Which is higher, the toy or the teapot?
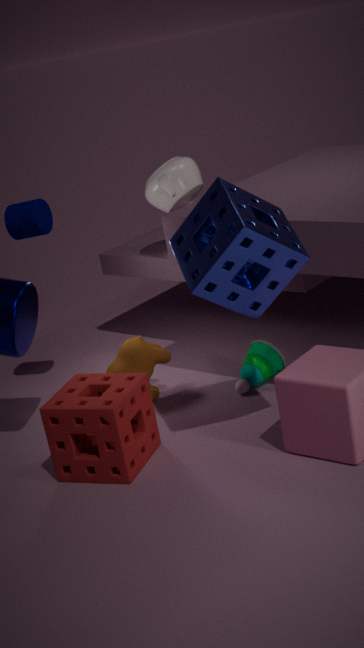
the teapot
